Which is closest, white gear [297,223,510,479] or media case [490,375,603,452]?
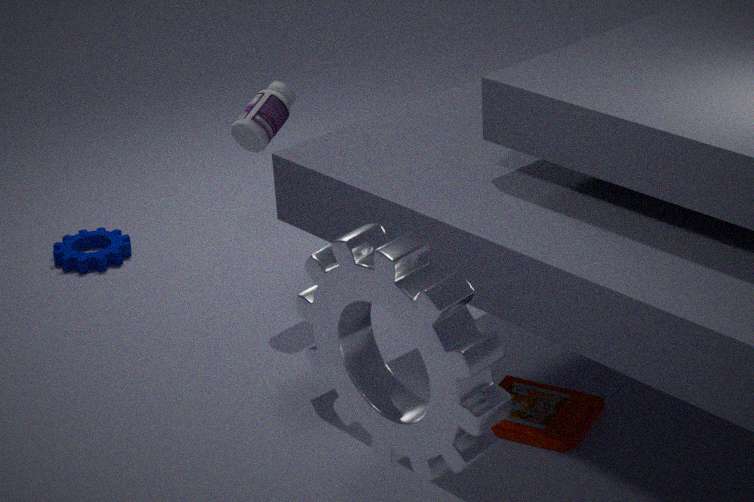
white gear [297,223,510,479]
